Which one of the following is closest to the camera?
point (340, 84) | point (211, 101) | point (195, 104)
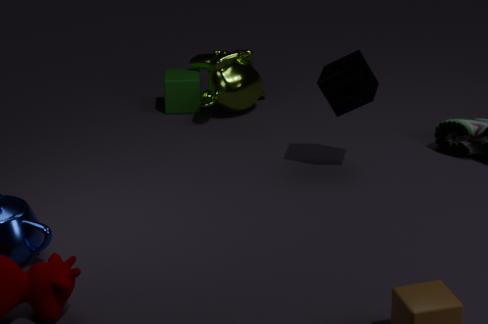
point (340, 84)
